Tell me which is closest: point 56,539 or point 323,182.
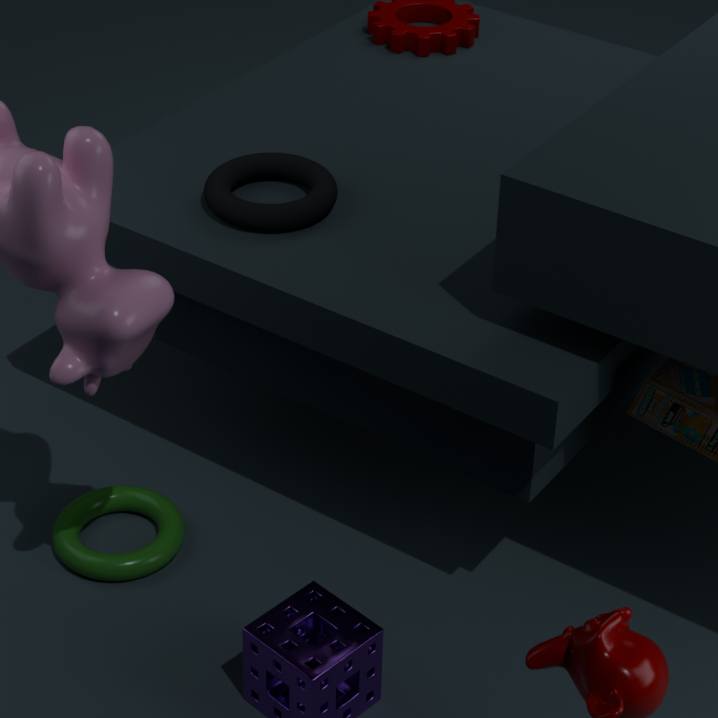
point 323,182
